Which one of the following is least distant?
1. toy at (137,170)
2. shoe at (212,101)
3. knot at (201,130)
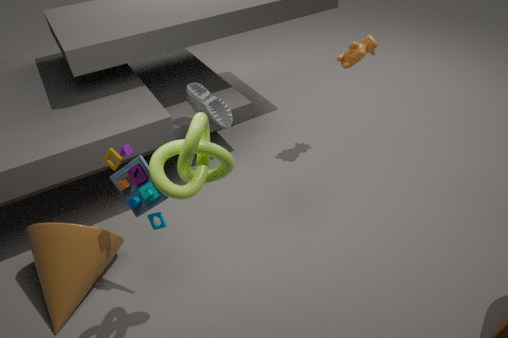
knot at (201,130)
